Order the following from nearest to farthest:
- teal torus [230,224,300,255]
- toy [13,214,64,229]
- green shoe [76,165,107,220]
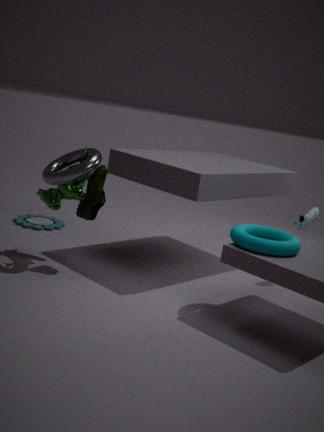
teal torus [230,224,300,255] → green shoe [76,165,107,220] → toy [13,214,64,229]
